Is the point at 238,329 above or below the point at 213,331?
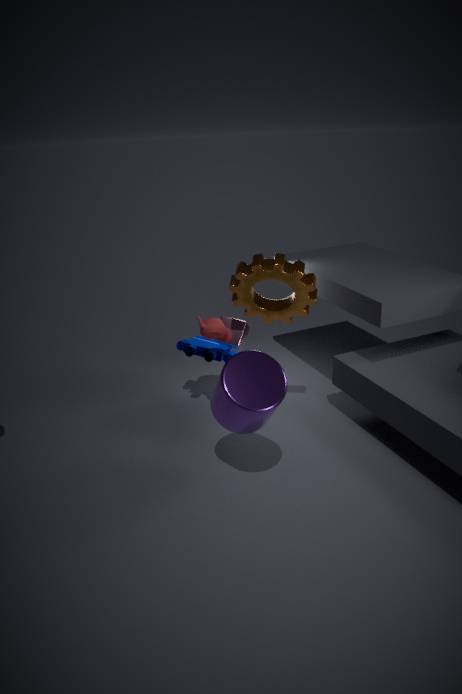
below
